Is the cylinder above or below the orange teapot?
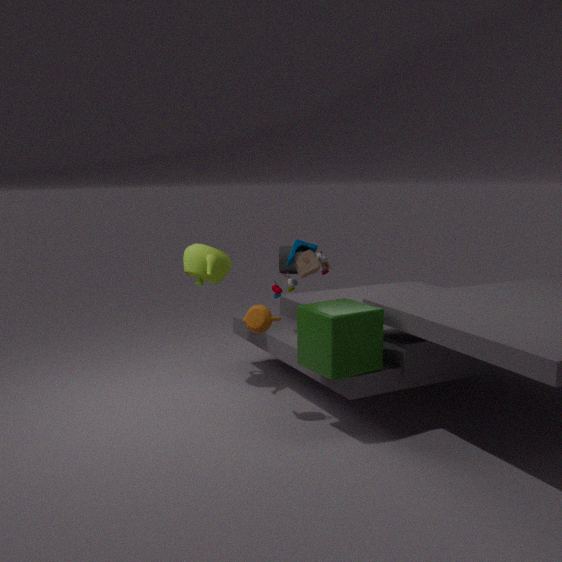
below
